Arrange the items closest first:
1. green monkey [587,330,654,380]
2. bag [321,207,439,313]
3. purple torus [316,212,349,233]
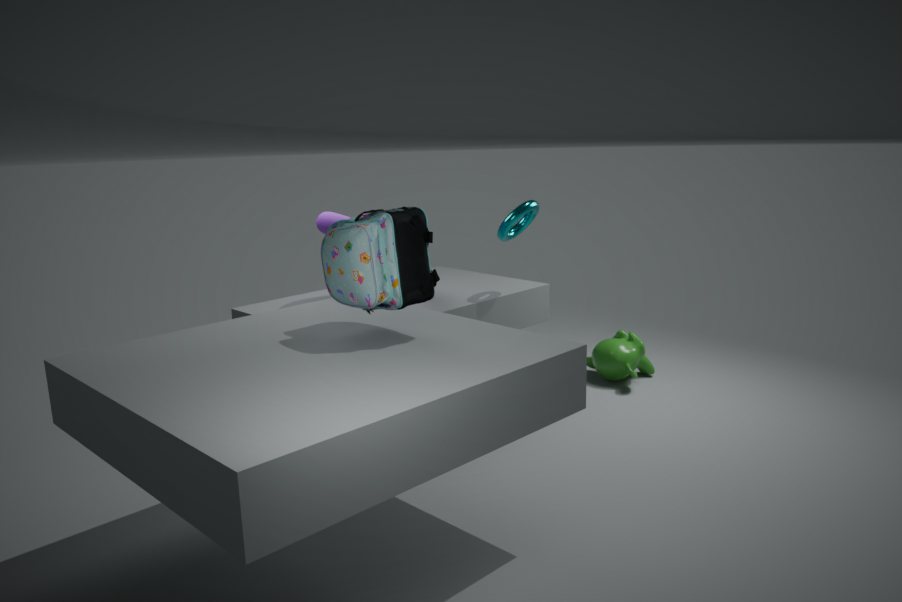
bag [321,207,439,313] < purple torus [316,212,349,233] < green monkey [587,330,654,380]
